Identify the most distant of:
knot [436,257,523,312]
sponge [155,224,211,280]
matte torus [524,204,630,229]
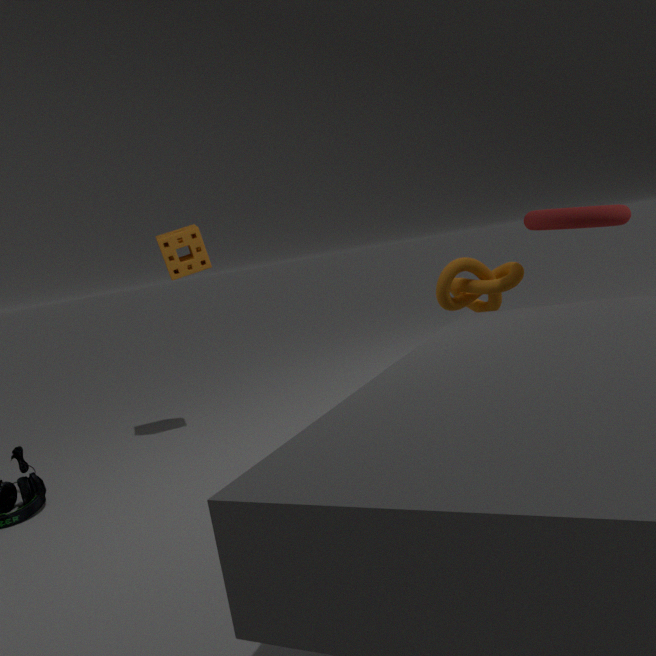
sponge [155,224,211,280]
